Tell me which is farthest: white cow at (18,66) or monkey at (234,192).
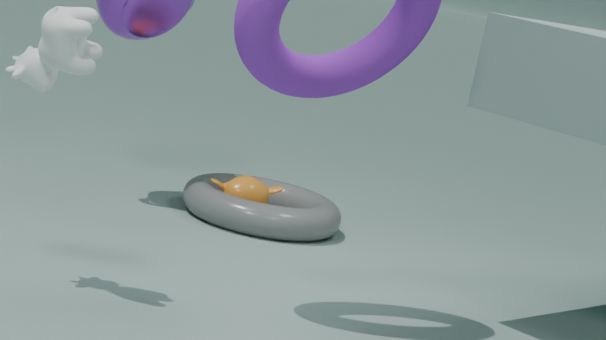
monkey at (234,192)
